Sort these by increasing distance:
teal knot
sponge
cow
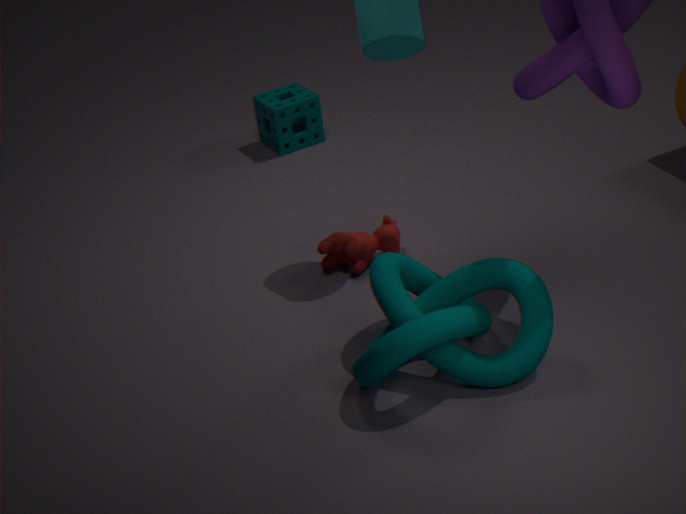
1. teal knot
2. cow
3. sponge
